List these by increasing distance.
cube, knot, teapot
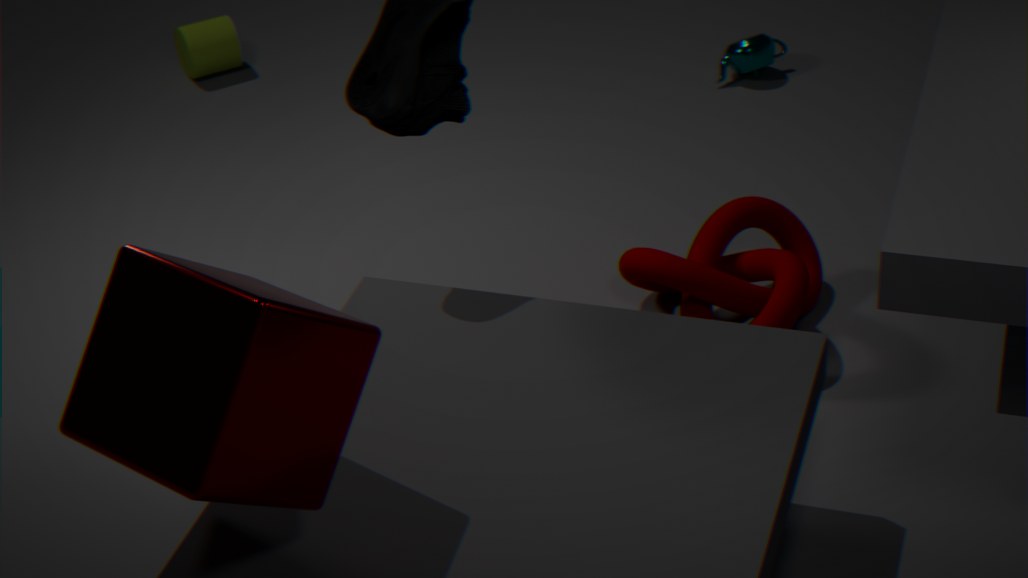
cube < knot < teapot
